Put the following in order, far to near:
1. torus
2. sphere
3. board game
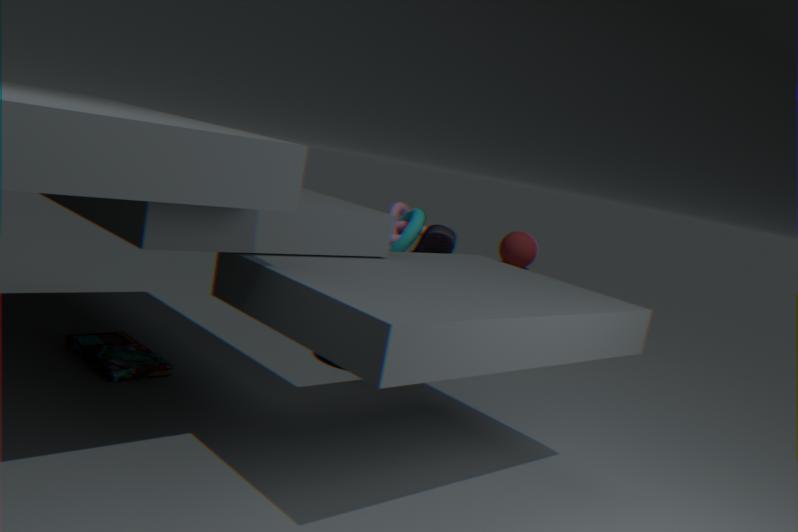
sphere < torus < board game
